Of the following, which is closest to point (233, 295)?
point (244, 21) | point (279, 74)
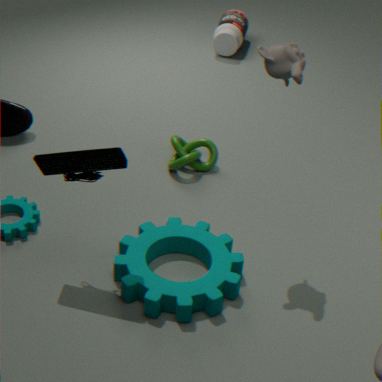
point (279, 74)
